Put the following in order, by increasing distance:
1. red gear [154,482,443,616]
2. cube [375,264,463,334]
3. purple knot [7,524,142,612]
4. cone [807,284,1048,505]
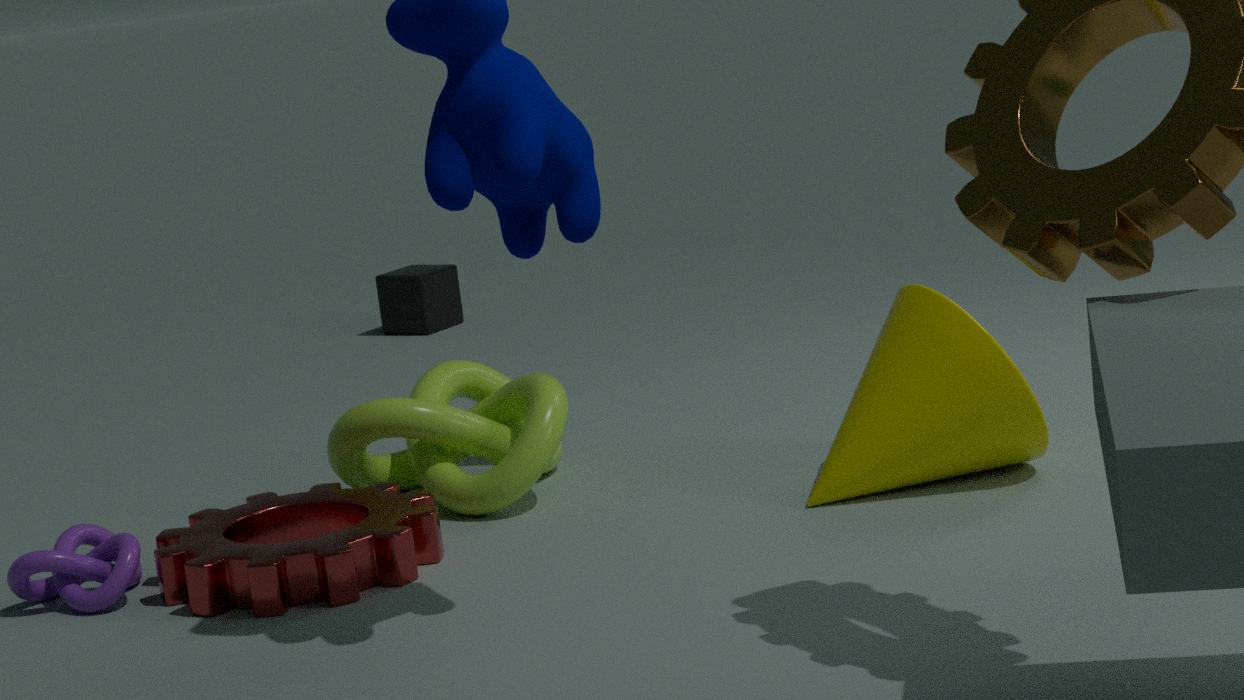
1. red gear [154,482,443,616]
2. purple knot [7,524,142,612]
3. cone [807,284,1048,505]
4. cube [375,264,463,334]
